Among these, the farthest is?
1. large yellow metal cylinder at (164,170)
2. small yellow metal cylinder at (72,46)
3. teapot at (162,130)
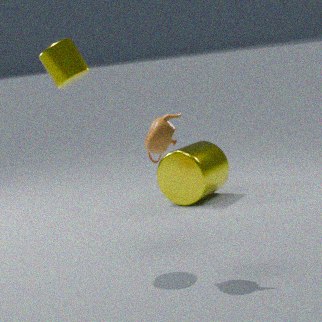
large yellow metal cylinder at (164,170)
